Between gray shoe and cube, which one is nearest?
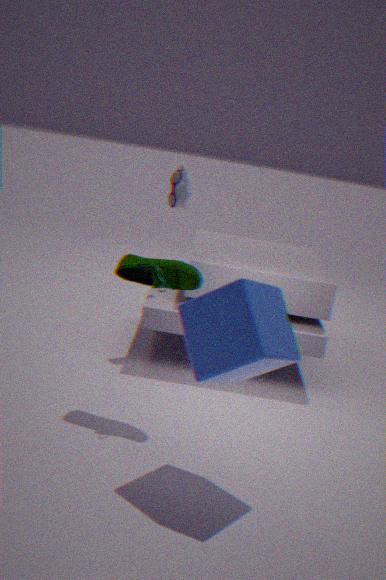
cube
